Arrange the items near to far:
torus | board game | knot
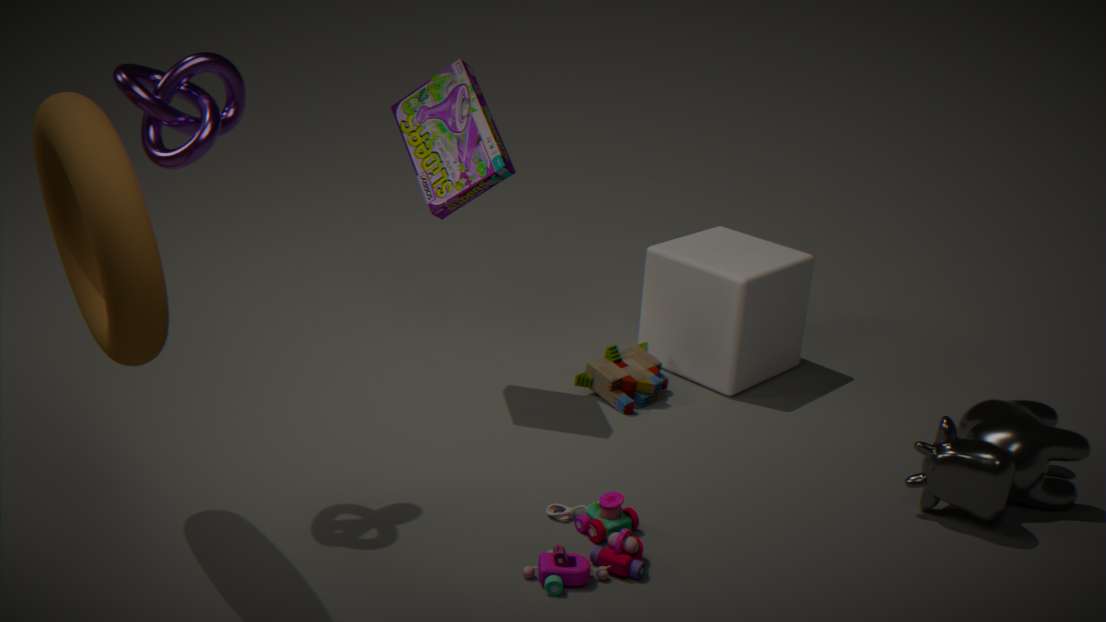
torus, knot, board game
